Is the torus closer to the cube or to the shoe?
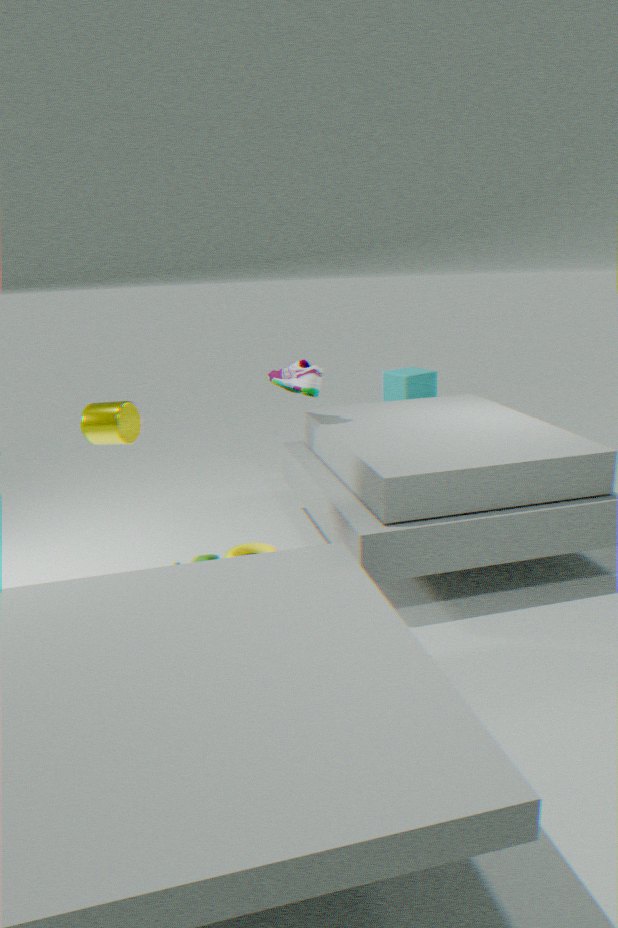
the shoe
